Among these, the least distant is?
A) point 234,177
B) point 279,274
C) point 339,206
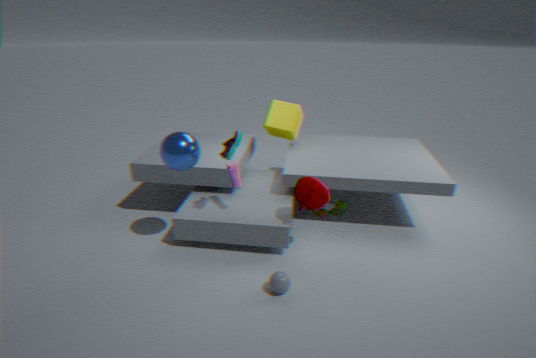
point 279,274
